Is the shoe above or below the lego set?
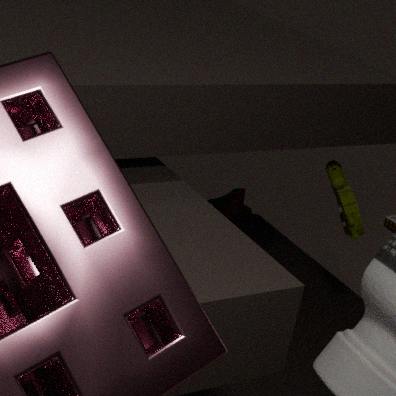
below
